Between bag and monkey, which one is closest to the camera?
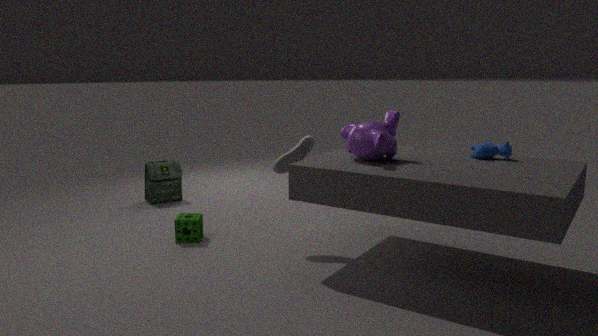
monkey
